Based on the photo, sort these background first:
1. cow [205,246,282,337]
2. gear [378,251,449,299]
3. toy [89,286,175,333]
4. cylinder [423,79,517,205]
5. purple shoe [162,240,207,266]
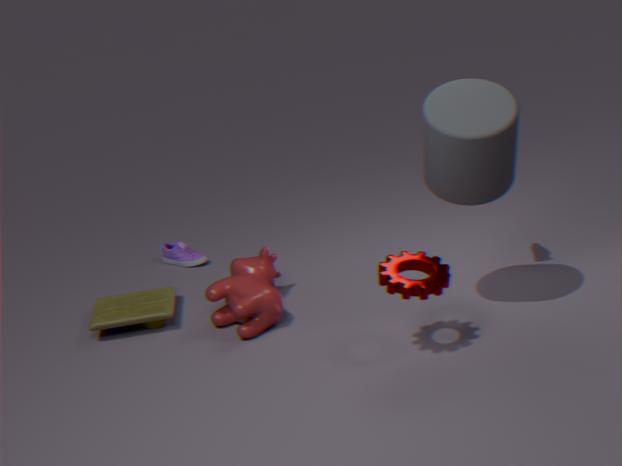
purple shoe [162,240,207,266]
toy [89,286,175,333]
cow [205,246,282,337]
gear [378,251,449,299]
cylinder [423,79,517,205]
